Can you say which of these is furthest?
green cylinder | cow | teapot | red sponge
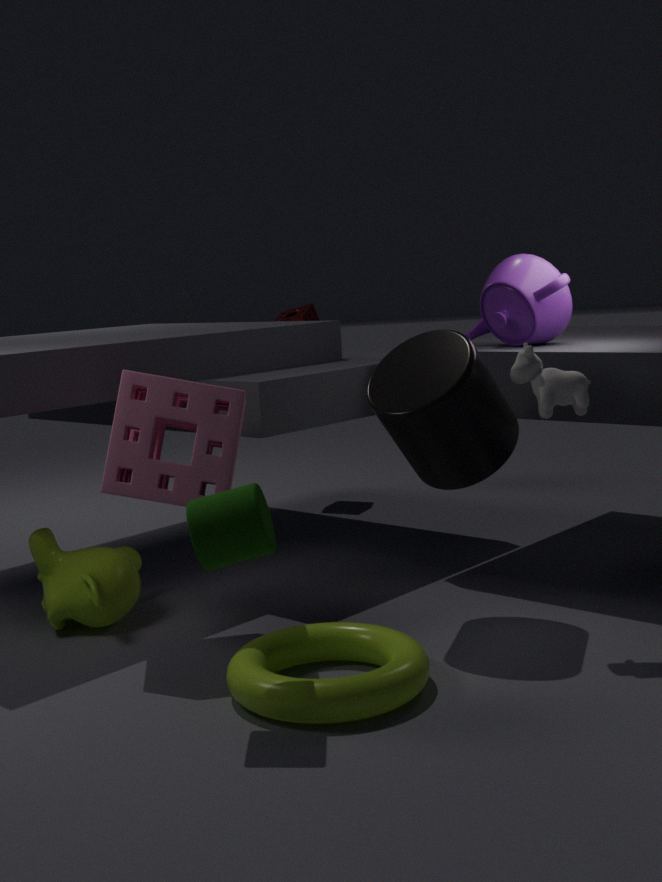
red sponge
